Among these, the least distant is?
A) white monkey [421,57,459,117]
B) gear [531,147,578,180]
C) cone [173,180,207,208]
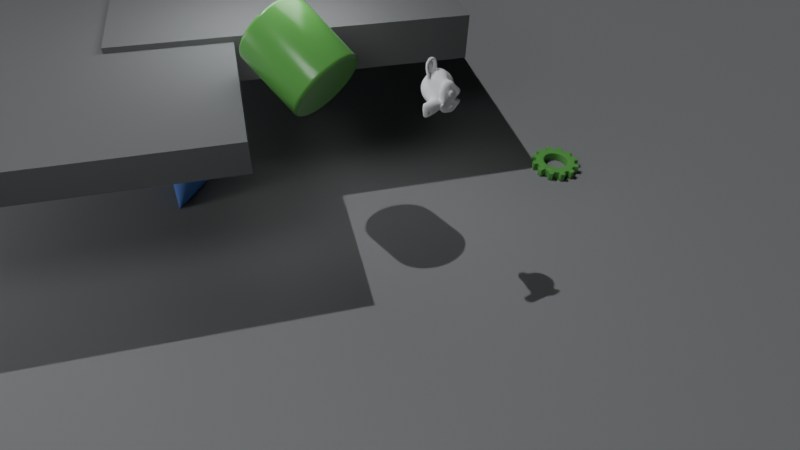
white monkey [421,57,459,117]
